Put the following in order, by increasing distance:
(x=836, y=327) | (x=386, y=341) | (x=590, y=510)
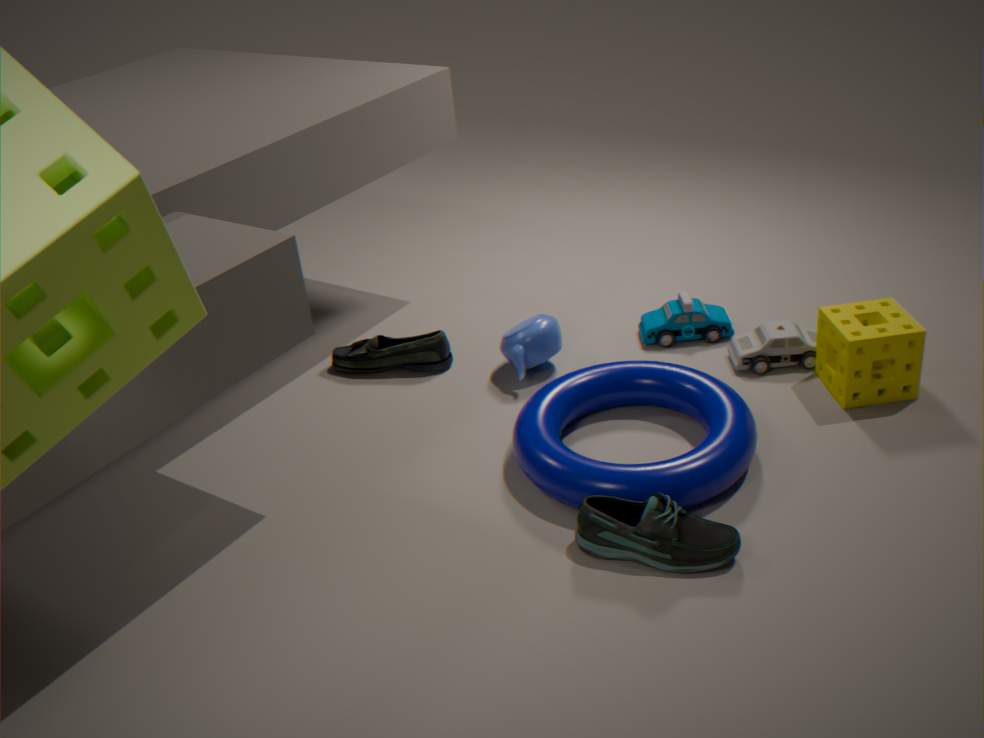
(x=590, y=510) < (x=836, y=327) < (x=386, y=341)
